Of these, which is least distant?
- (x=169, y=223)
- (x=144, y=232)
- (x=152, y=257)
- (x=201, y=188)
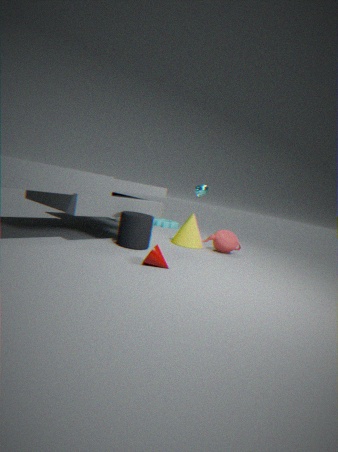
(x=152, y=257)
